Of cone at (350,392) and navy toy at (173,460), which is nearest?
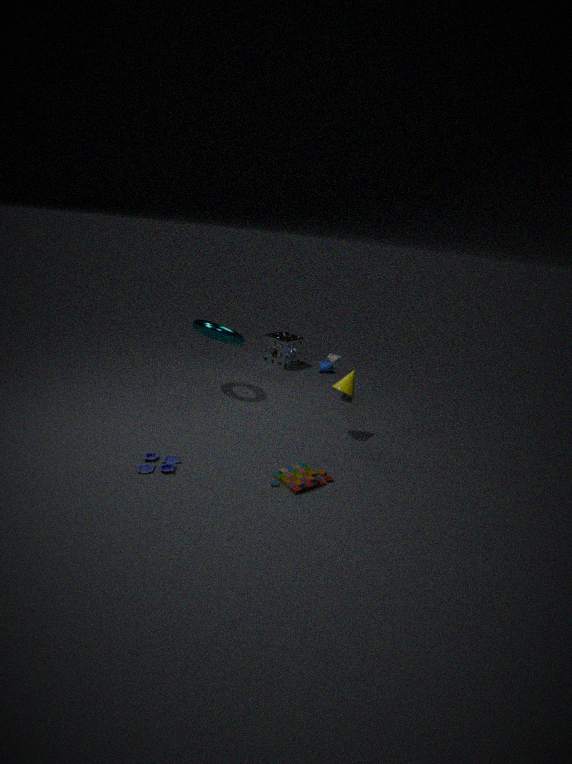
navy toy at (173,460)
